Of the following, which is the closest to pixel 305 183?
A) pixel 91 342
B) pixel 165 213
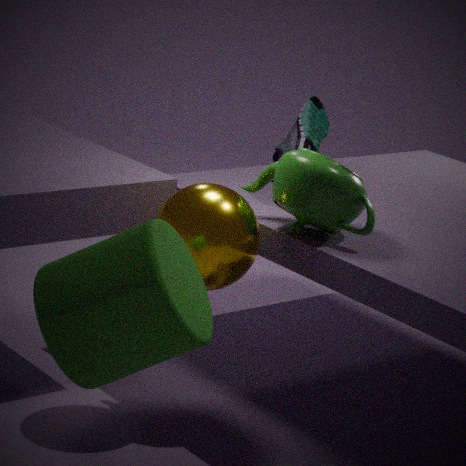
pixel 165 213
